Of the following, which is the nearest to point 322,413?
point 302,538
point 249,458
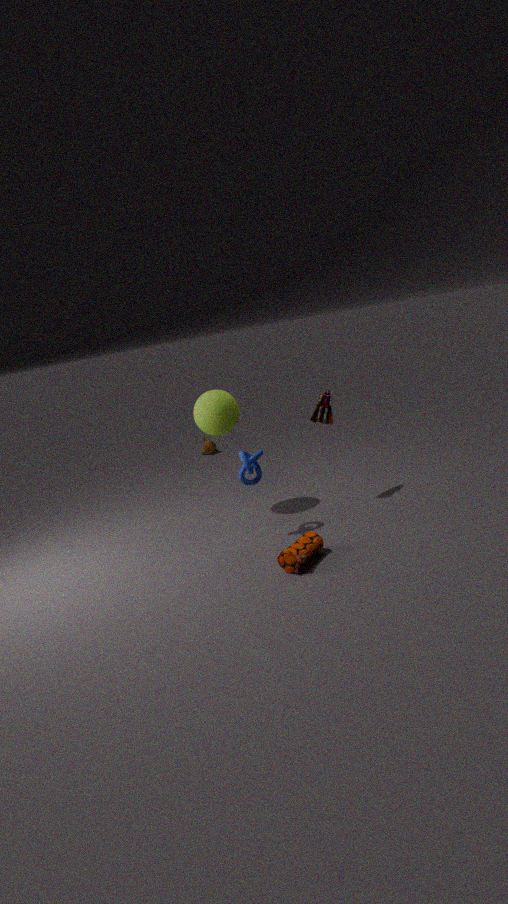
point 249,458
